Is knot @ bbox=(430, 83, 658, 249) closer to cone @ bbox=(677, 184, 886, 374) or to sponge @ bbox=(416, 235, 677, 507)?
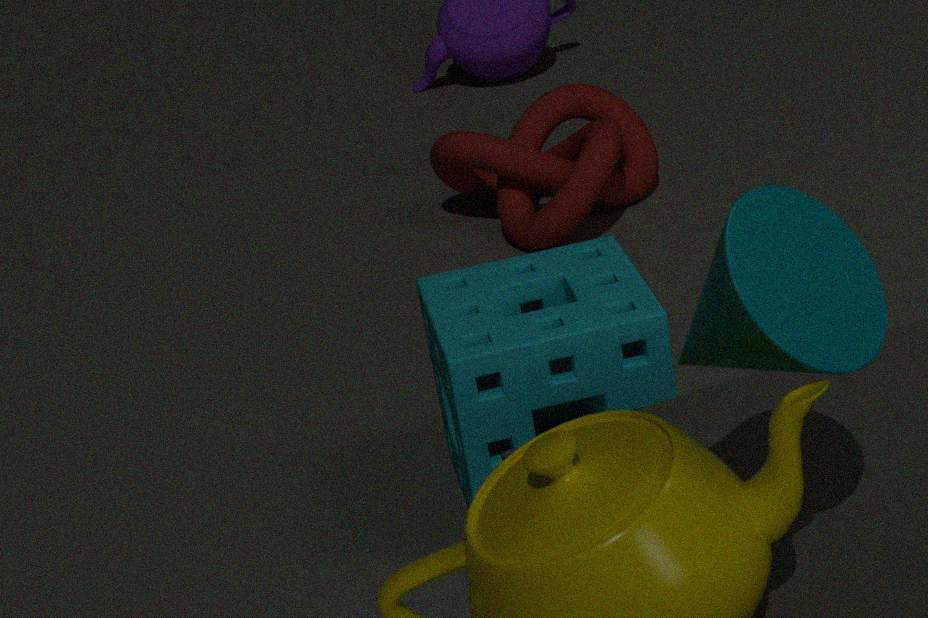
sponge @ bbox=(416, 235, 677, 507)
